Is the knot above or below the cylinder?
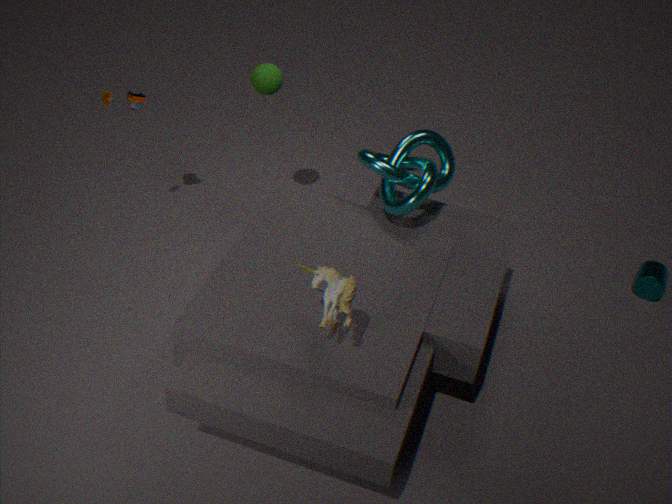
above
